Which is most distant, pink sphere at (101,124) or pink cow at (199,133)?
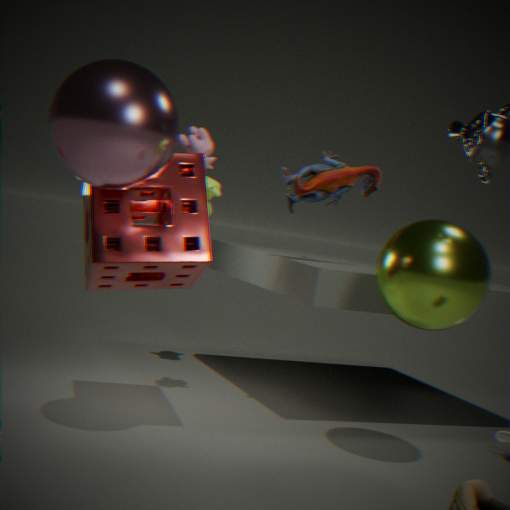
pink cow at (199,133)
